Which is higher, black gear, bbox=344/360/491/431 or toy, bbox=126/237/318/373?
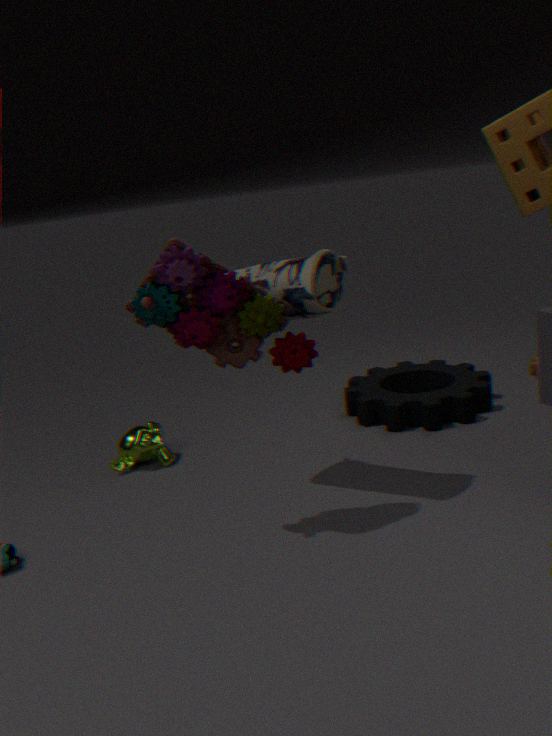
toy, bbox=126/237/318/373
